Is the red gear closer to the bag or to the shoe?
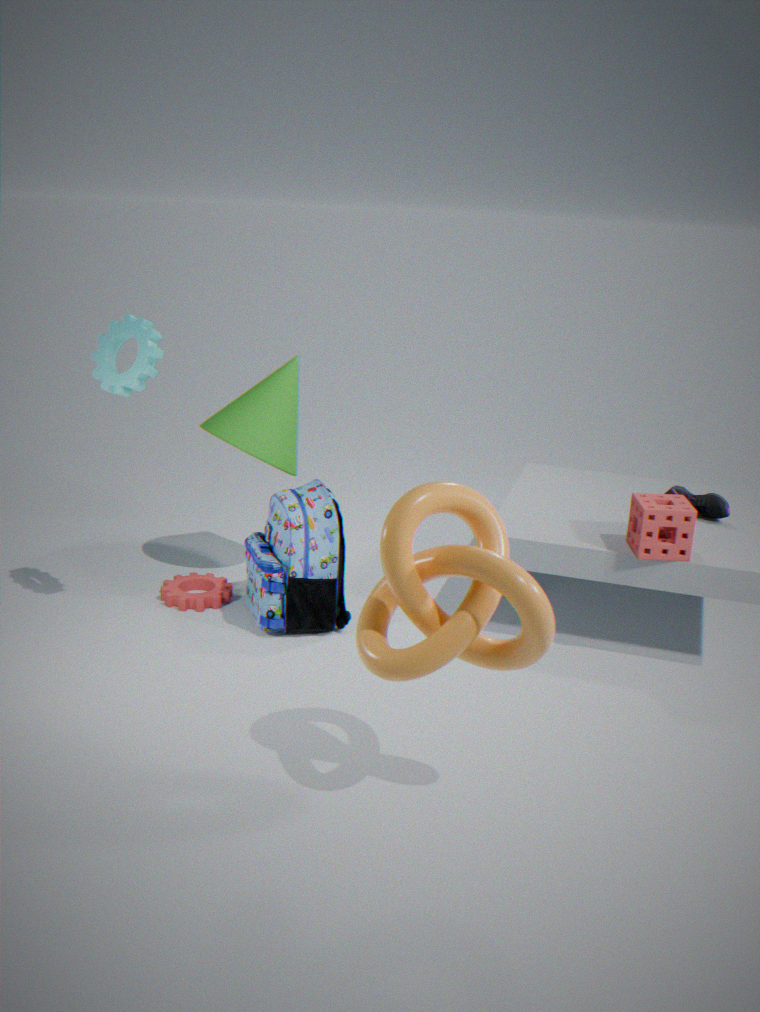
the bag
